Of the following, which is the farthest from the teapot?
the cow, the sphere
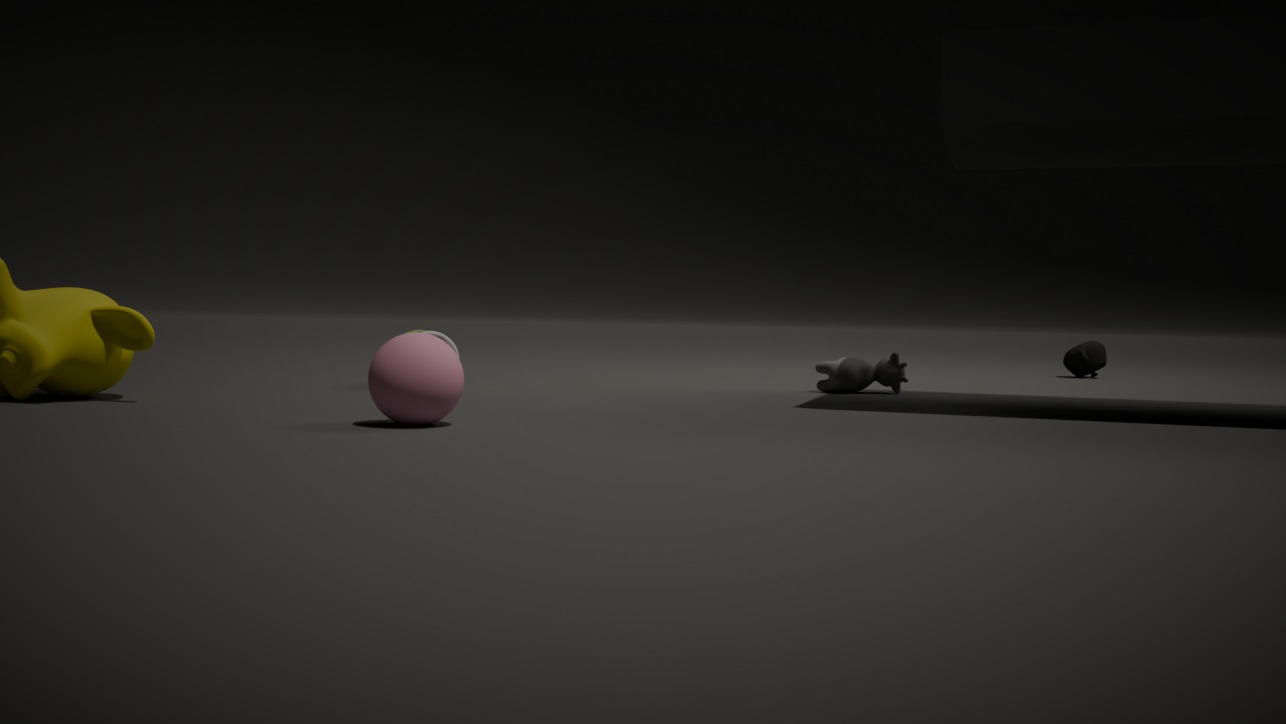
the sphere
